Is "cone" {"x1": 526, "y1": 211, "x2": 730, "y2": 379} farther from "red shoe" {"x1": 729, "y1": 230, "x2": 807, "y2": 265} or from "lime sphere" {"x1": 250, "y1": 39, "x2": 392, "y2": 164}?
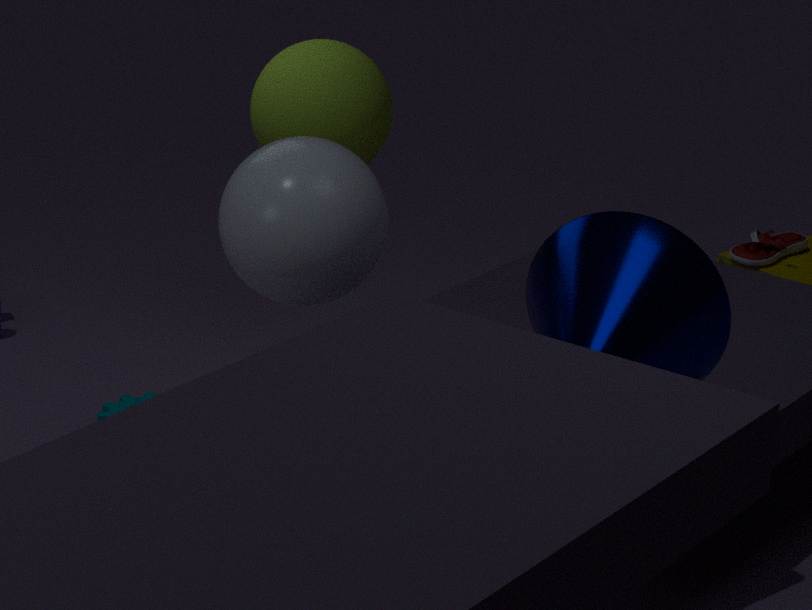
"red shoe" {"x1": 729, "y1": 230, "x2": 807, "y2": 265}
